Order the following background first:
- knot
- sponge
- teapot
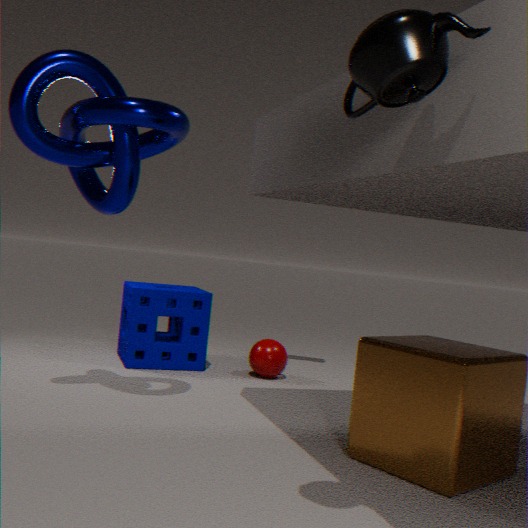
sponge → knot → teapot
